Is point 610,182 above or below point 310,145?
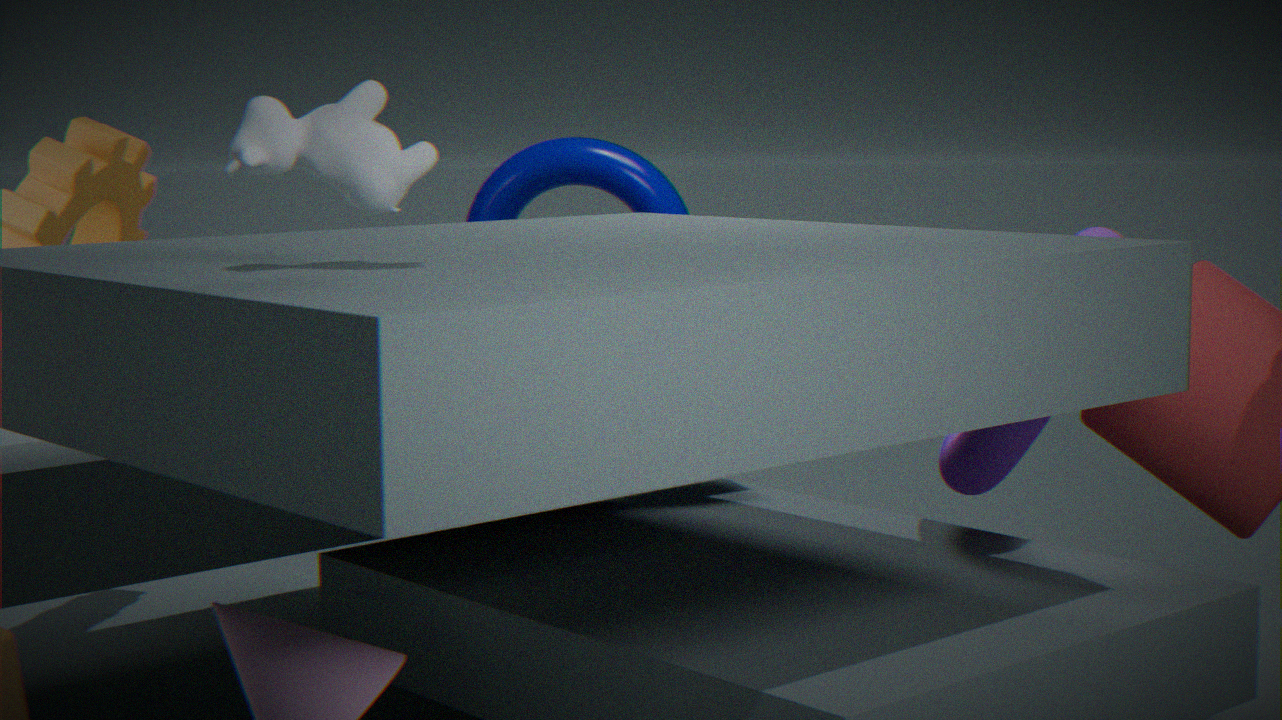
below
